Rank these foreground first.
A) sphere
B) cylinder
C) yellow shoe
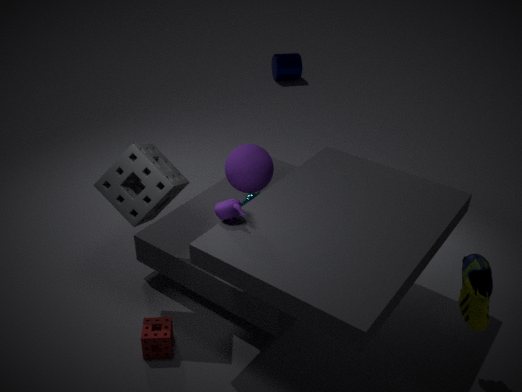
1. yellow shoe
2. sphere
3. cylinder
